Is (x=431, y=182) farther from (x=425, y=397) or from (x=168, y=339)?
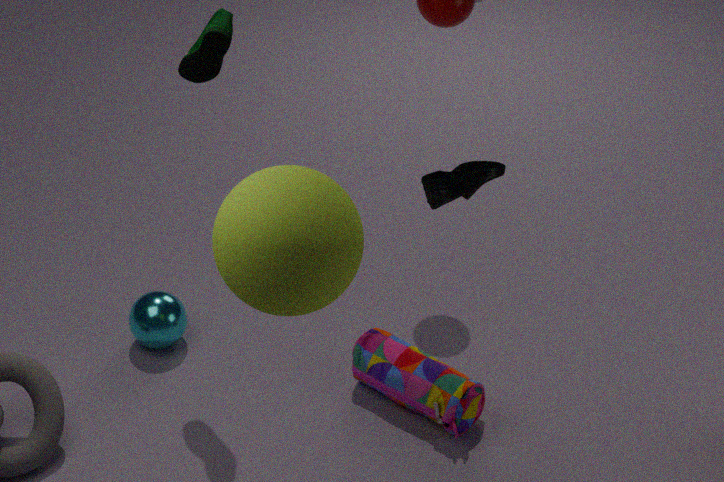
(x=168, y=339)
